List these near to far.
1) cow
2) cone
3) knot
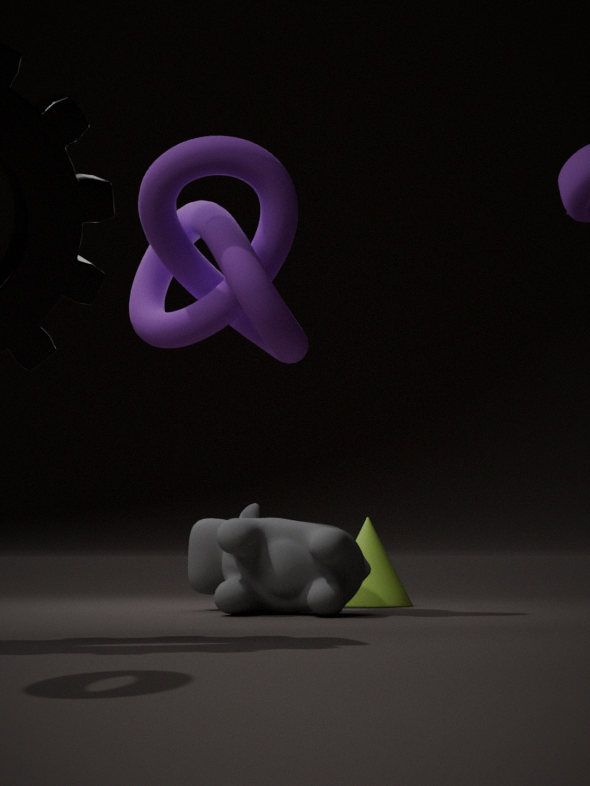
1. cow
3. knot
2. cone
